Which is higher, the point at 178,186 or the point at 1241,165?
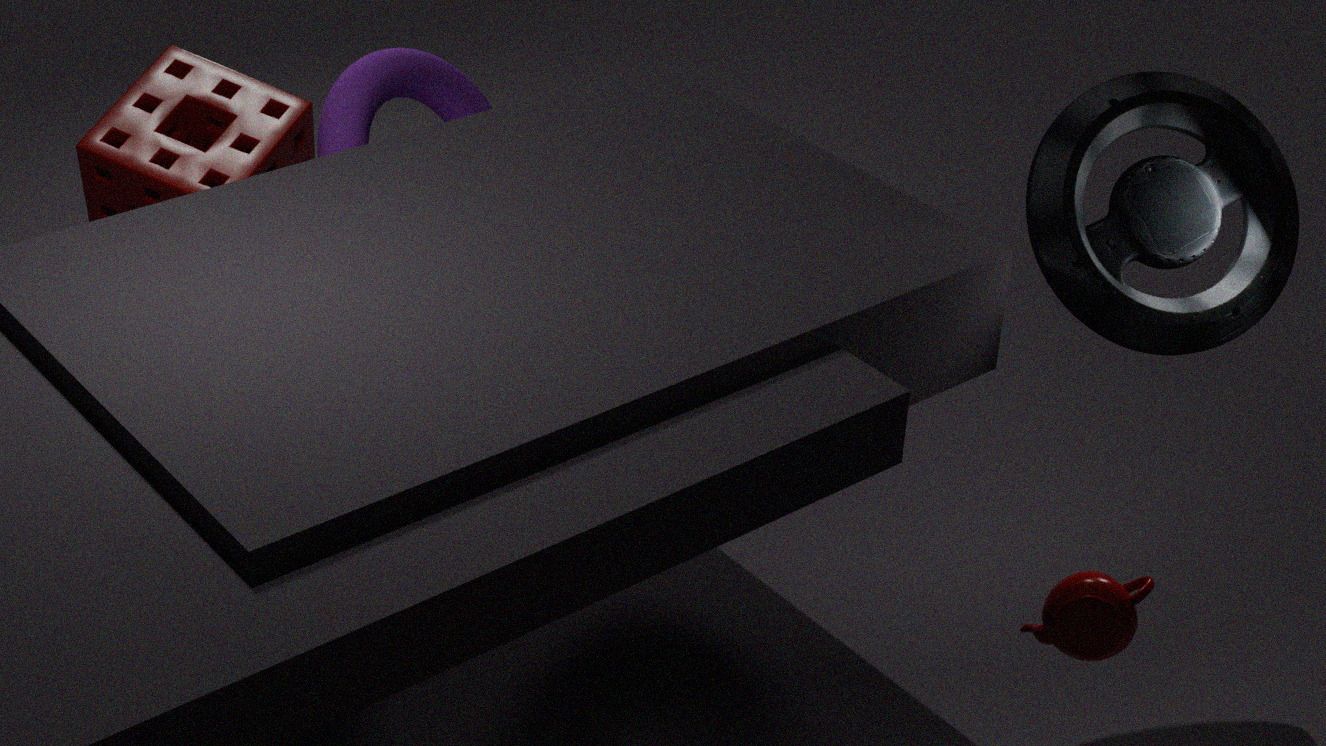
the point at 1241,165
